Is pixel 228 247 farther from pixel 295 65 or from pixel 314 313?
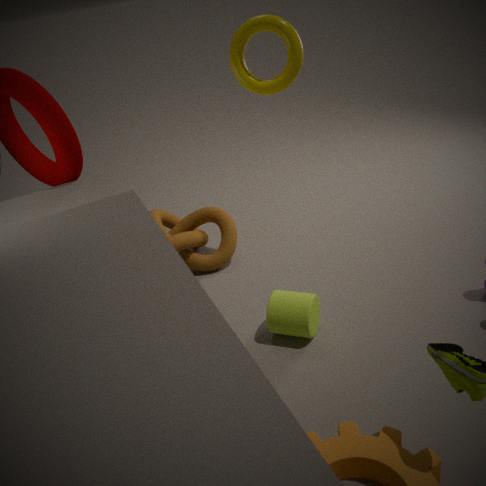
pixel 295 65
